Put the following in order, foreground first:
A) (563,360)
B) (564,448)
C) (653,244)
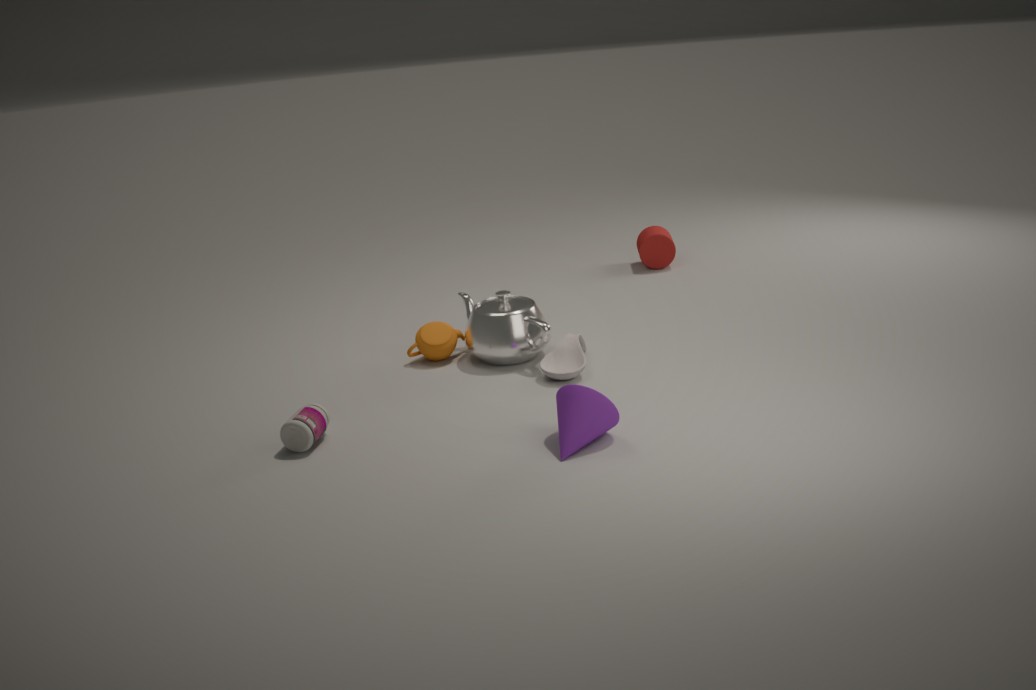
1. (564,448)
2. (563,360)
3. (653,244)
